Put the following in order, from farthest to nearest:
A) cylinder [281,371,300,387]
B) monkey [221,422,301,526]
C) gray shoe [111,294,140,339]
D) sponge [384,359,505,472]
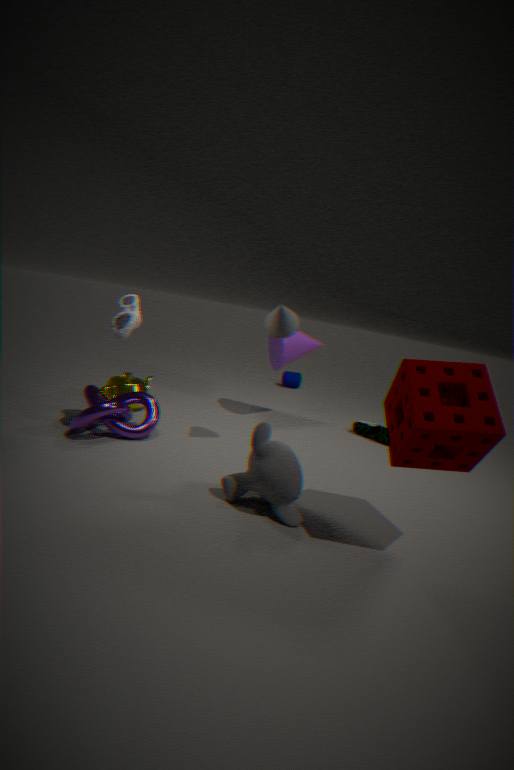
cylinder [281,371,300,387]
gray shoe [111,294,140,339]
monkey [221,422,301,526]
sponge [384,359,505,472]
